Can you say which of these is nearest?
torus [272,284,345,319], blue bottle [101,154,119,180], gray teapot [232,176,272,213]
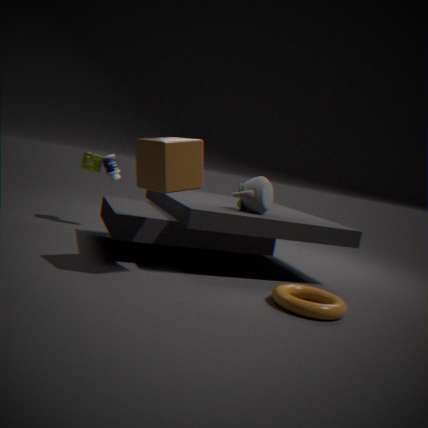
torus [272,284,345,319]
